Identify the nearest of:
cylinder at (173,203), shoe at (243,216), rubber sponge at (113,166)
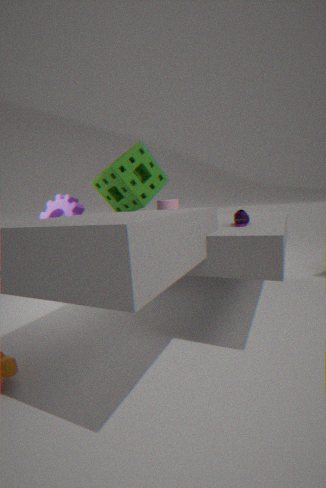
shoe at (243,216)
